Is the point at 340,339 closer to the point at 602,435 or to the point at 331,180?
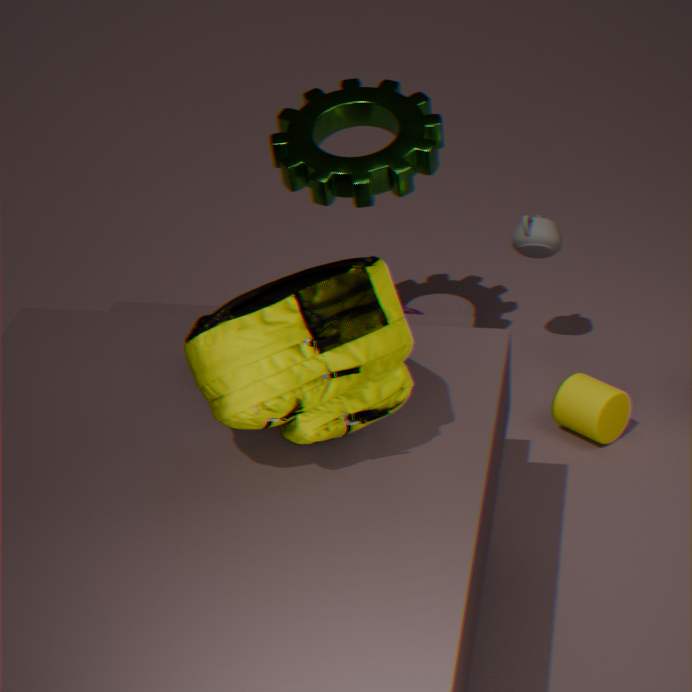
the point at 331,180
